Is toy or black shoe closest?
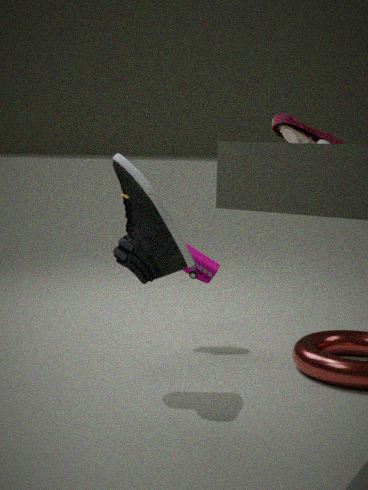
black shoe
